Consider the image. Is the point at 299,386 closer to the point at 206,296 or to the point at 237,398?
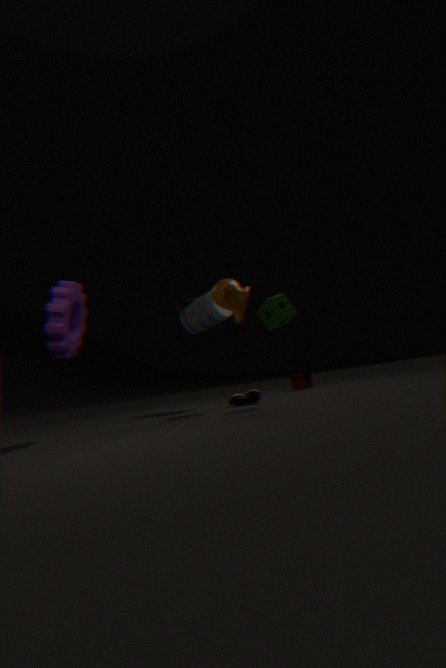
the point at 237,398
